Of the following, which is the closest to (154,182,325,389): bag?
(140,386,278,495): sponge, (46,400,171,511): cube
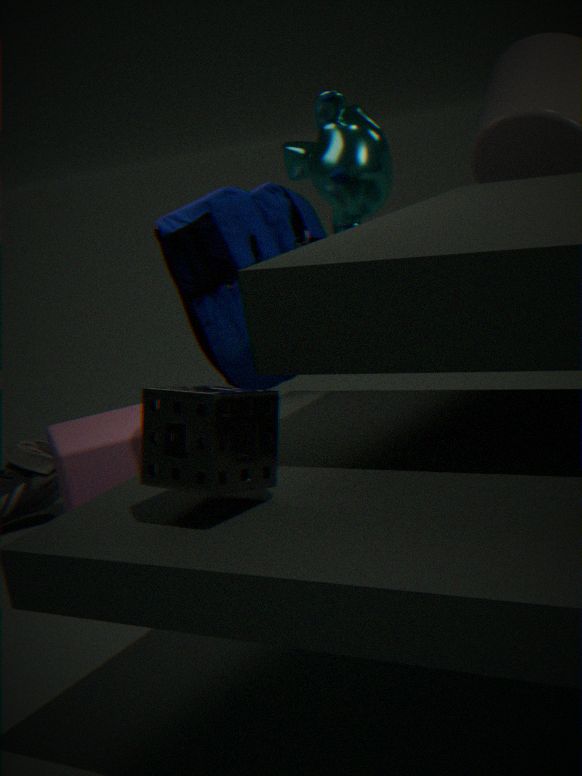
(46,400,171,511): cube
